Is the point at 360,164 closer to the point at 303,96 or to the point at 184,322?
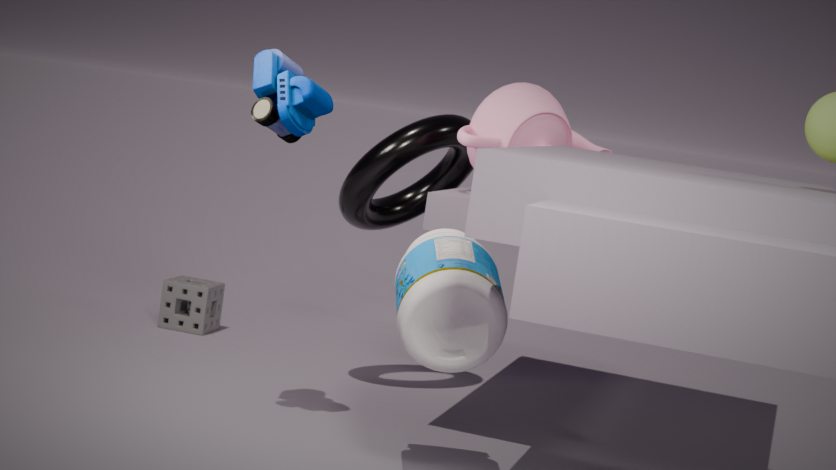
the point at 303,96
